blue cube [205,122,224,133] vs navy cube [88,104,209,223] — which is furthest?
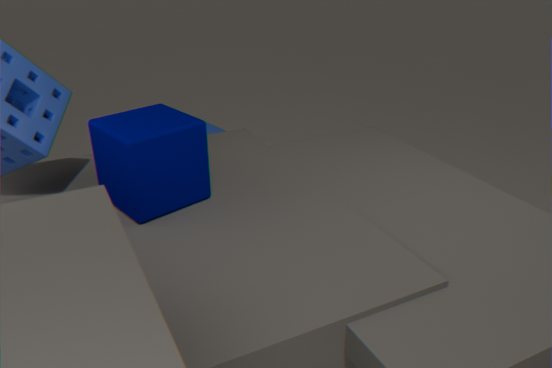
blue cube [205,122,224,133]
